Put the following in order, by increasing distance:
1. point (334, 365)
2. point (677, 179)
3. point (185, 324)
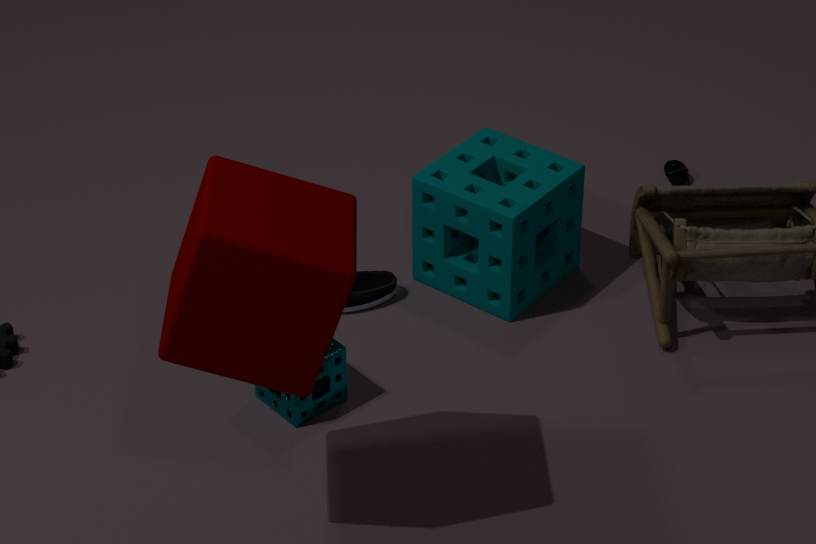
point (185, 324) < point (334, 365) < point (677, 179)
